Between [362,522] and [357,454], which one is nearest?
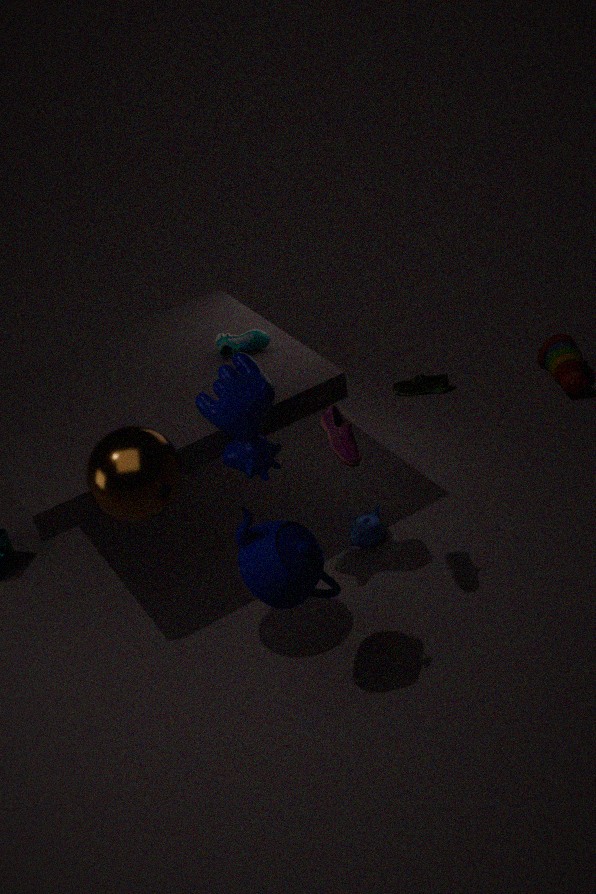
[357,454]
